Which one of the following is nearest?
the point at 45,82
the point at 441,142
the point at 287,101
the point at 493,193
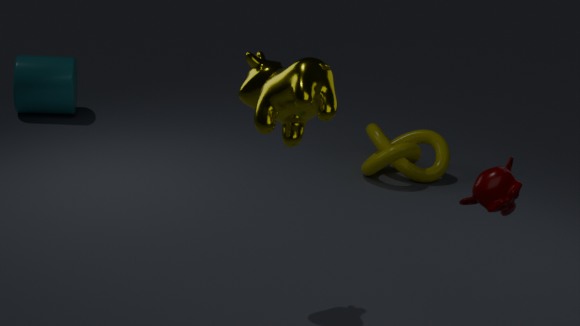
the point at 287,101
